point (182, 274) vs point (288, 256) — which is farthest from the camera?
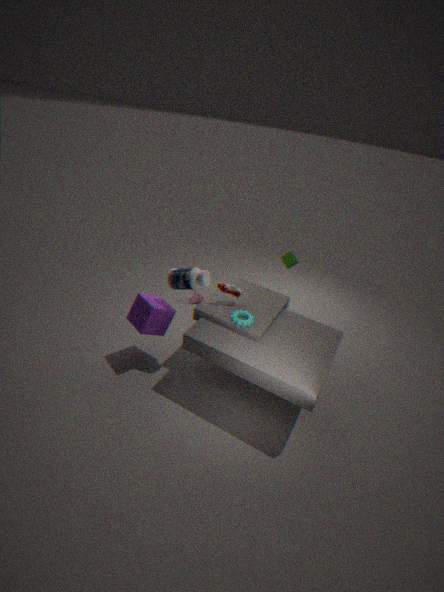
point (288, 256)
